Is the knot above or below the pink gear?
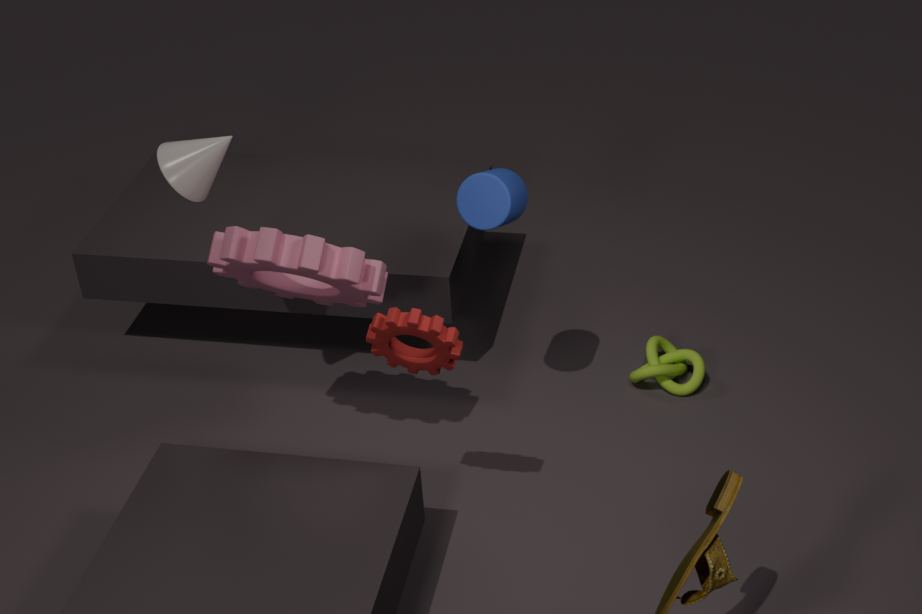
below
